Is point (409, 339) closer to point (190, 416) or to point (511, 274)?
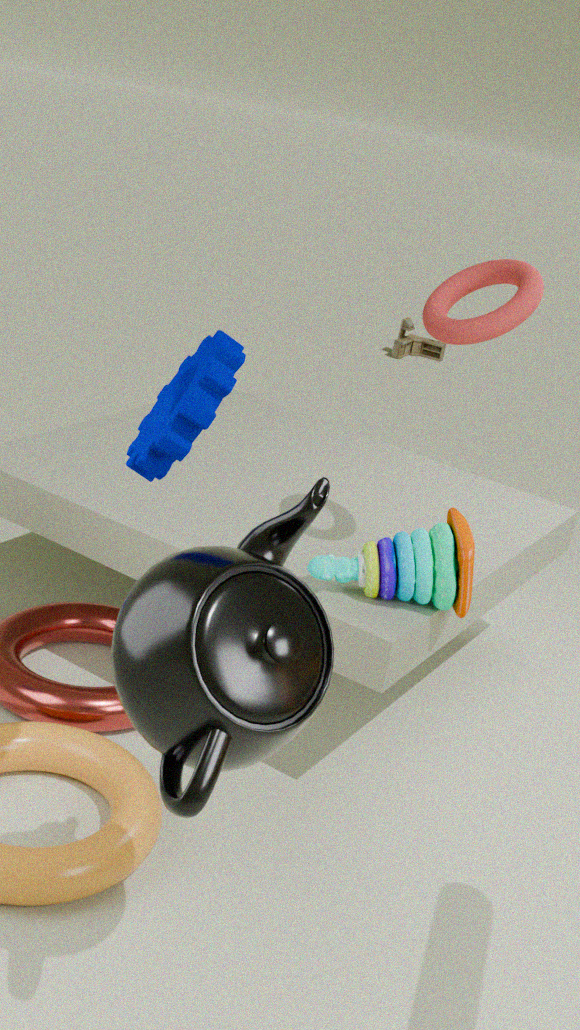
point (511, 274)
